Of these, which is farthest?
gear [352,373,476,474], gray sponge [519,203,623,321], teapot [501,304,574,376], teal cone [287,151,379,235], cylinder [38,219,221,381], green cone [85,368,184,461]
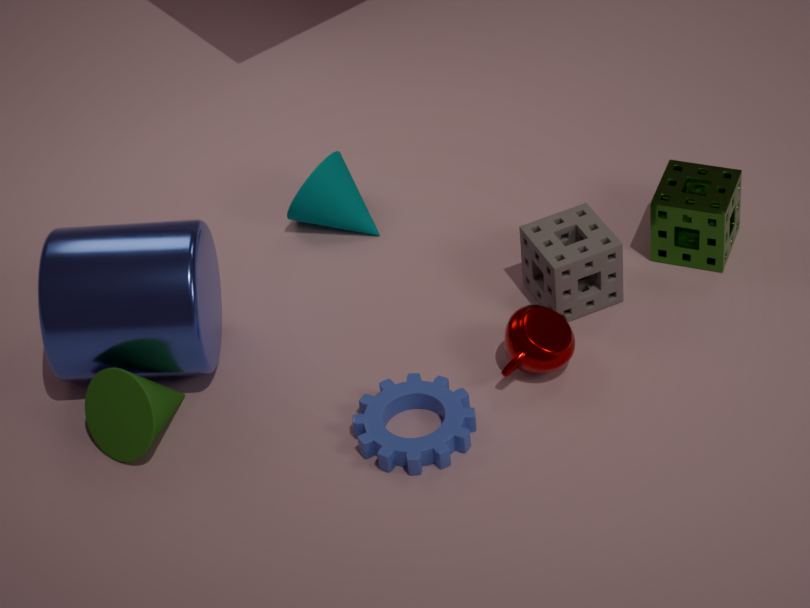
teal cone [287,151,379,235]
